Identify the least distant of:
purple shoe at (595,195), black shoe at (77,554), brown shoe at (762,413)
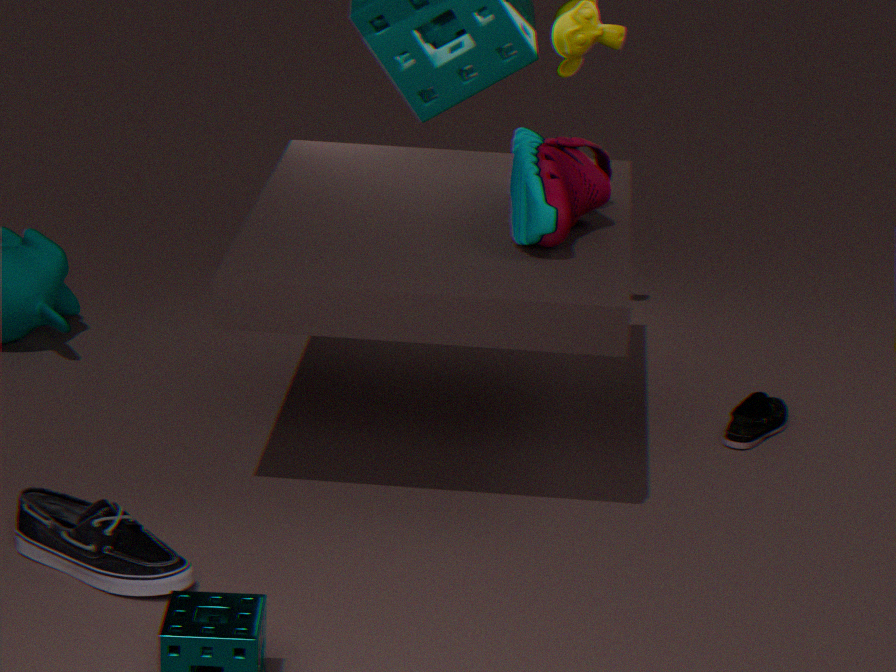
black shoe at (77,554)
